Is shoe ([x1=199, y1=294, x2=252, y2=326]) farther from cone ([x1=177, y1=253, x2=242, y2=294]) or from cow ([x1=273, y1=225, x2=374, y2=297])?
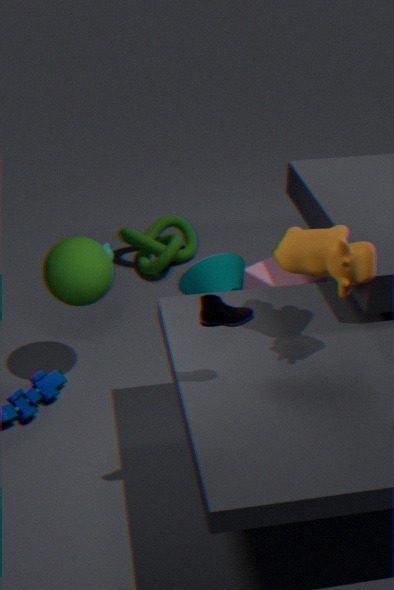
cone ([x1=177, y1=253, x2=242, y2=294])
